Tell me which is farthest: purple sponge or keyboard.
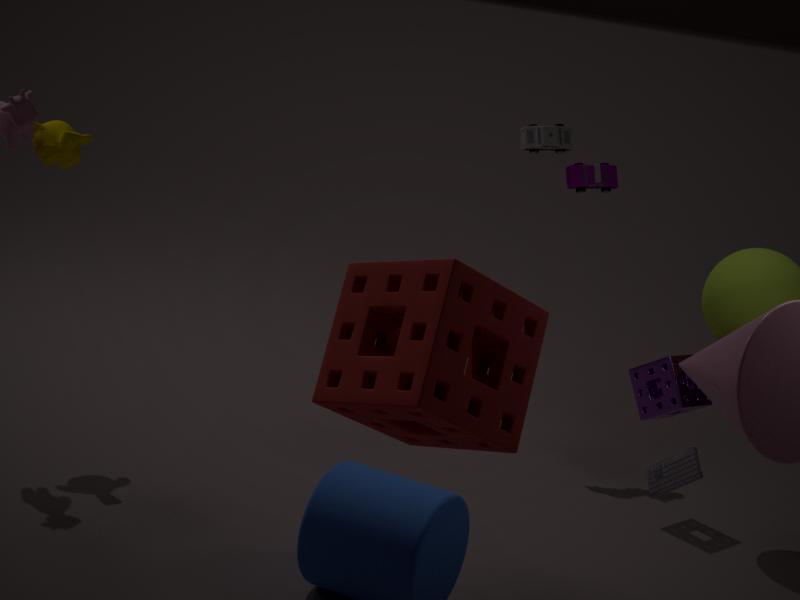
purple sponge
